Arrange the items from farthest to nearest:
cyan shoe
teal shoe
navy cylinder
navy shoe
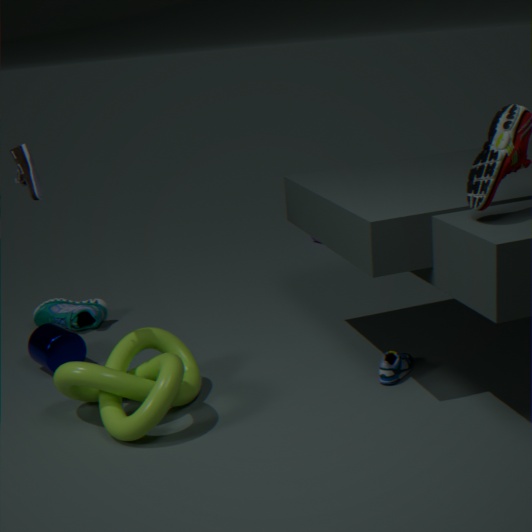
teal shoe → navy cylinder → cyan shoe → navy shoe
